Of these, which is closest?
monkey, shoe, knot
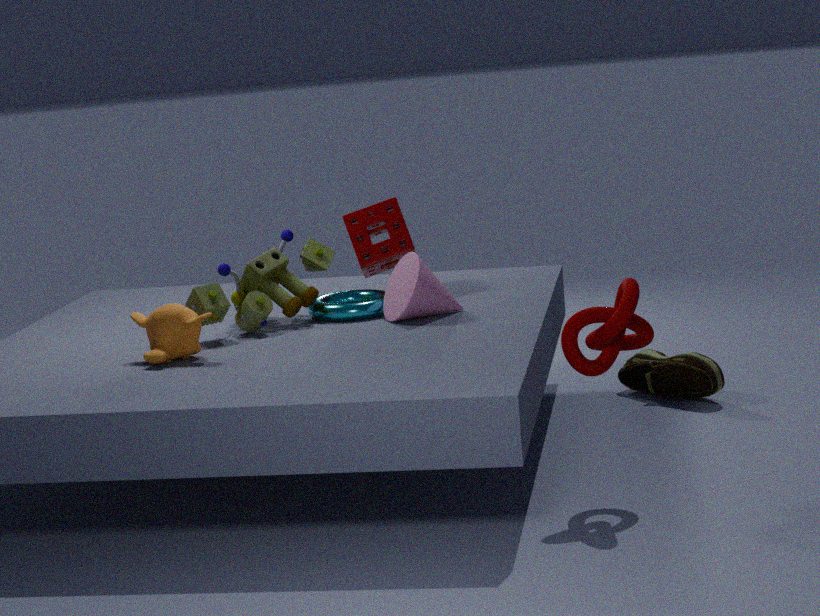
knot
